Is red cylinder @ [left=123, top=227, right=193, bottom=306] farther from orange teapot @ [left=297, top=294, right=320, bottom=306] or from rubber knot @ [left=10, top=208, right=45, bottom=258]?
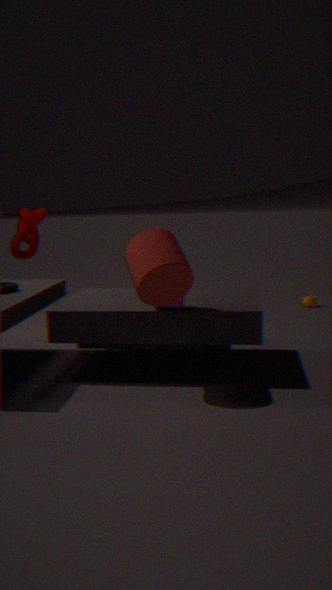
orange teapot @ [left=297, top=294, right=320, bottom=306]
